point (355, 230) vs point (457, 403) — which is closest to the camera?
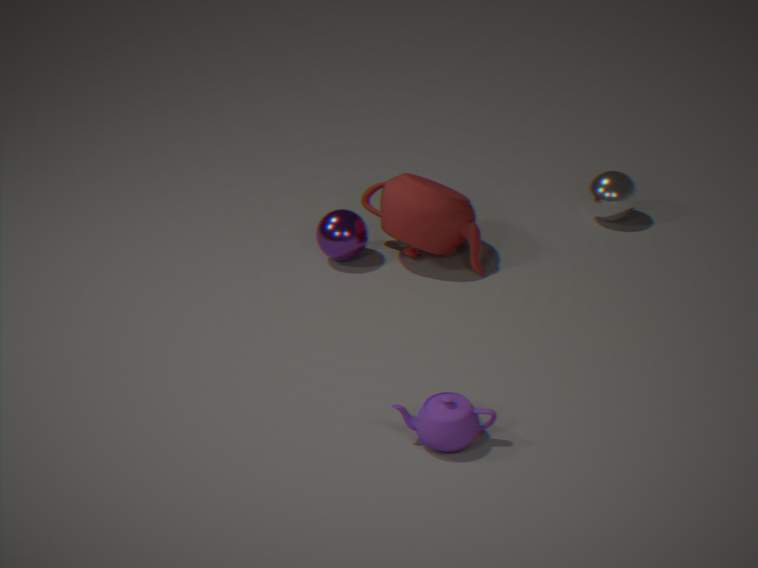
point (457, 403)
